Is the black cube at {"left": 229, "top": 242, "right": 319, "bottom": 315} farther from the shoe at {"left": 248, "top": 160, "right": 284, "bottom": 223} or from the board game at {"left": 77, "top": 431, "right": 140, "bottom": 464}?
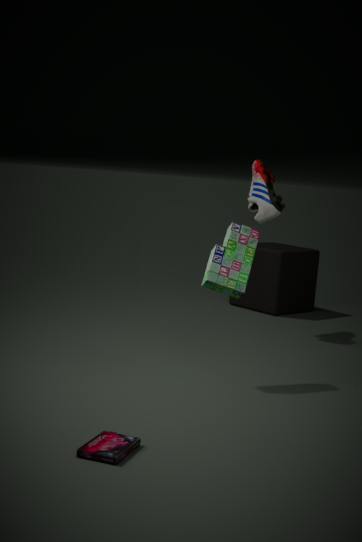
the board game at {"left": 77, "top": 431, "right": 140, "bottom": 464}
